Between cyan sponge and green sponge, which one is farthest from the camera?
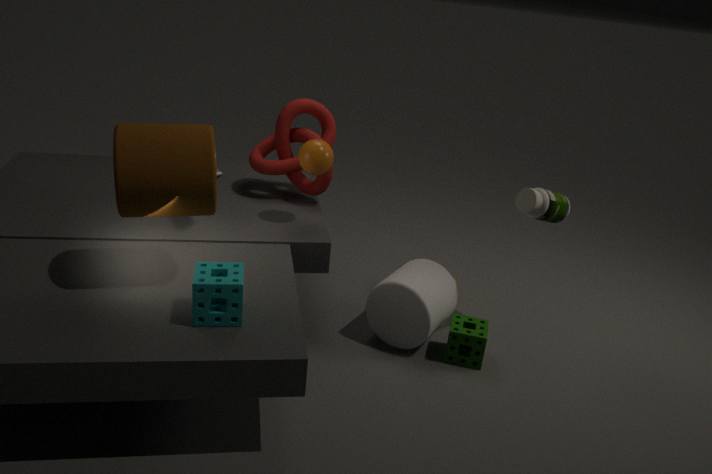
green sponge
